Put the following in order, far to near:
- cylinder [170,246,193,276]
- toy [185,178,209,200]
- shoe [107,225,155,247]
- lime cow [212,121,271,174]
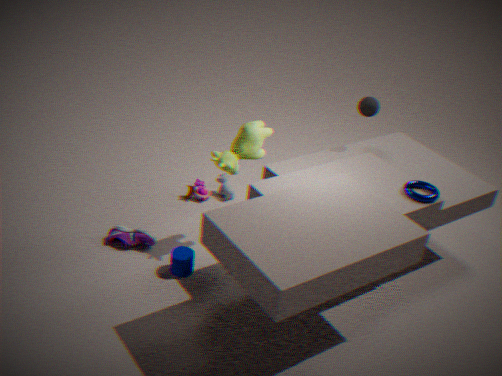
toy [185,178,209,200] < shoe [107,225,155,247] < cylinder [170,246,193,276] < lime cow [212,121,271,174]
